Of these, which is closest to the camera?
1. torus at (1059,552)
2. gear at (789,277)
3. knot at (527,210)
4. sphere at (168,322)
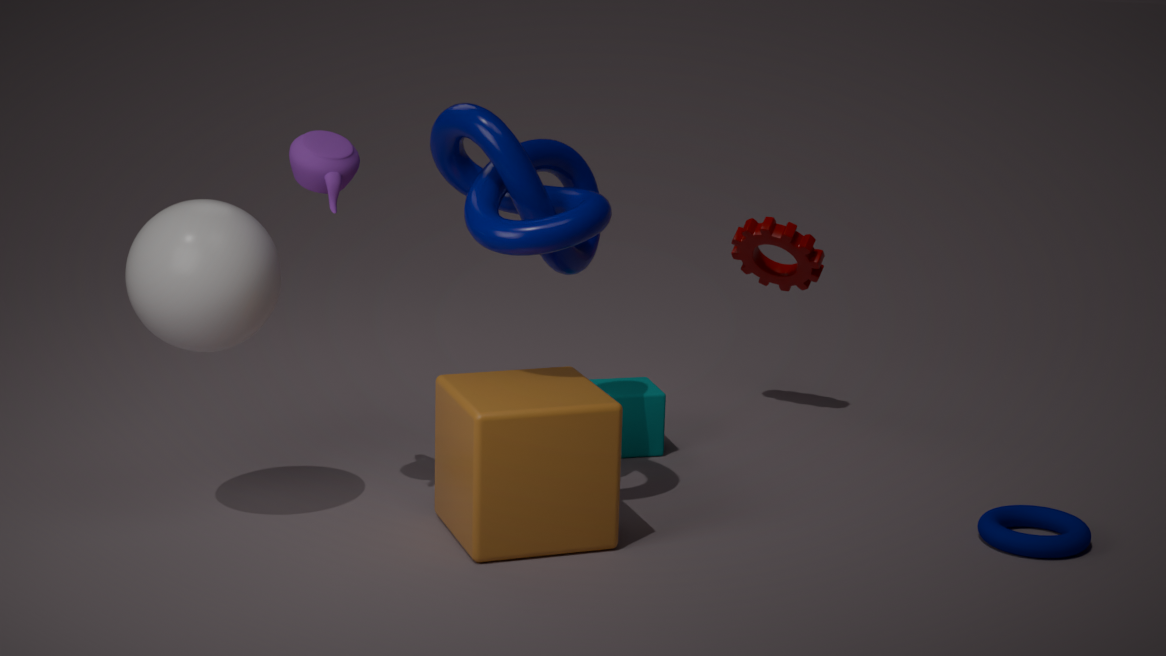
sphere at (168,322)
